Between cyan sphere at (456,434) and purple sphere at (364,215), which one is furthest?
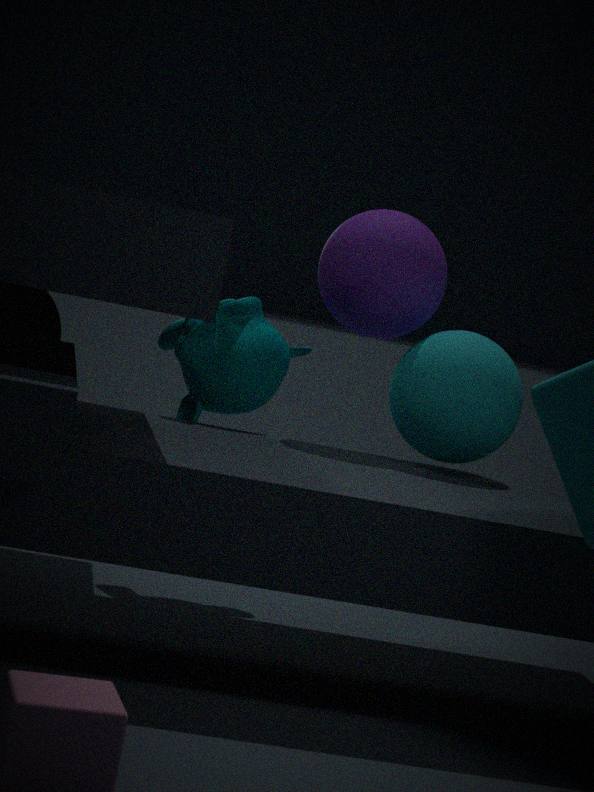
purple sphere at (364,215)
